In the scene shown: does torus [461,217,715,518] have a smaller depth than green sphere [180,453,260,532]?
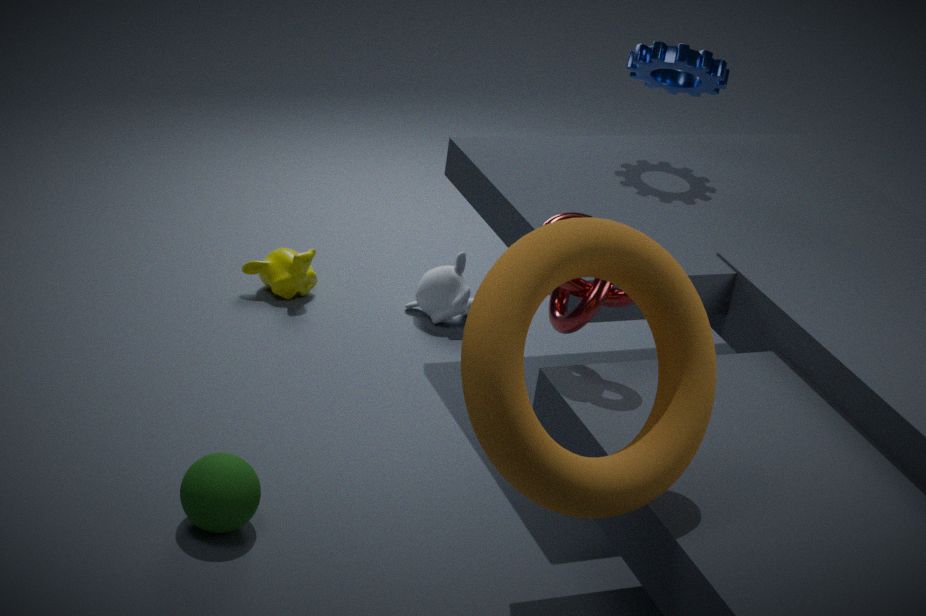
Yes
